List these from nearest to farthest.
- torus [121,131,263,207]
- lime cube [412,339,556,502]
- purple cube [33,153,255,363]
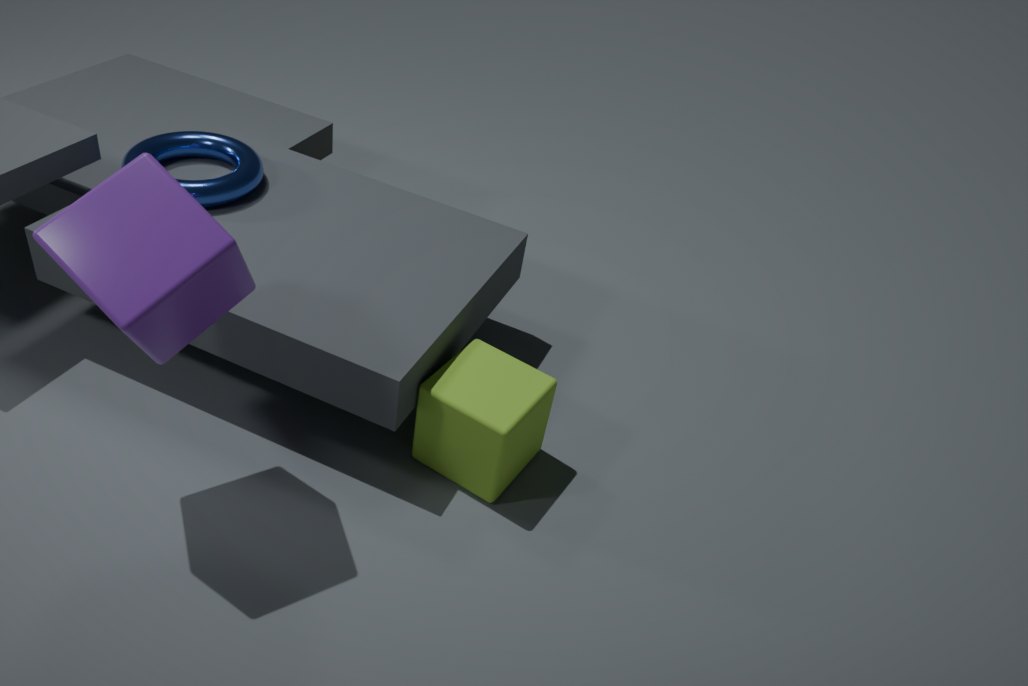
purple cube [33,153,255,363] < lime cube [412,339,556,502] < torus [121,131,263,207]
